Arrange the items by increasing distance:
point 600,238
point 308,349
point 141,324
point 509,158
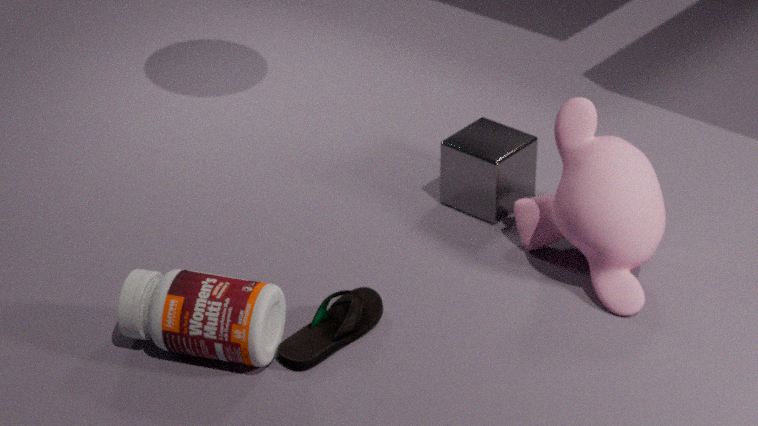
point 141,324
point 308,349
point 600,238
point 509,158
